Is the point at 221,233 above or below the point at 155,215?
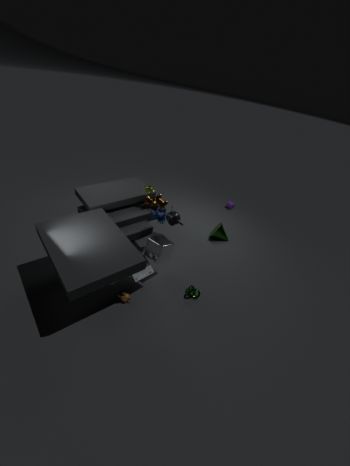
below
